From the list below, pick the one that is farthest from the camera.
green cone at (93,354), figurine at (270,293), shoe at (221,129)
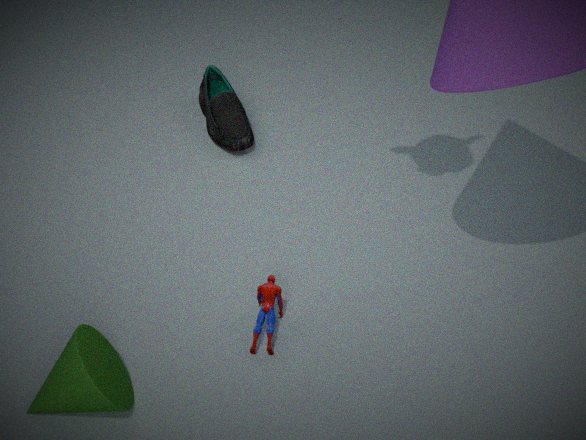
shoe at (221,129)
